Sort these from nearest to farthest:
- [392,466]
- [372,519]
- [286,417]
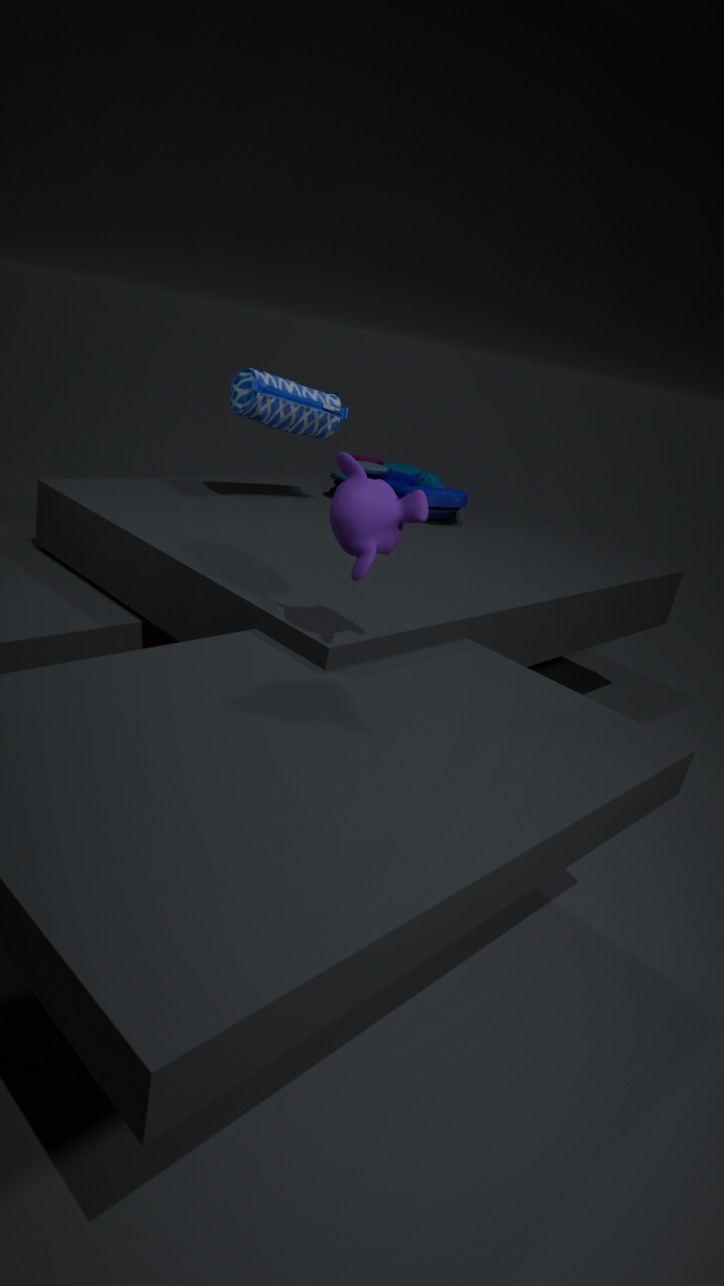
[372,519]
[286,417]
[392,466]
